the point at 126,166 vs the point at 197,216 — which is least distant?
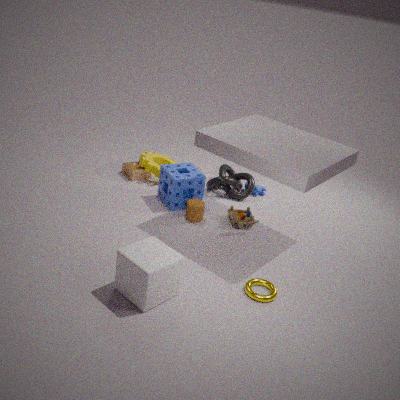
the point at 197,216
